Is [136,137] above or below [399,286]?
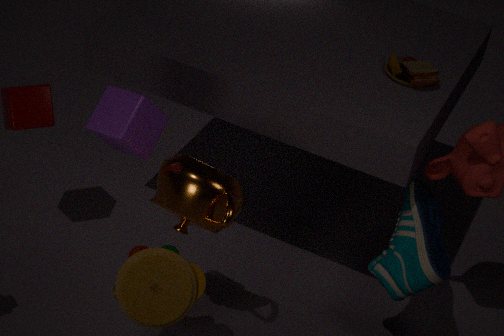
above
